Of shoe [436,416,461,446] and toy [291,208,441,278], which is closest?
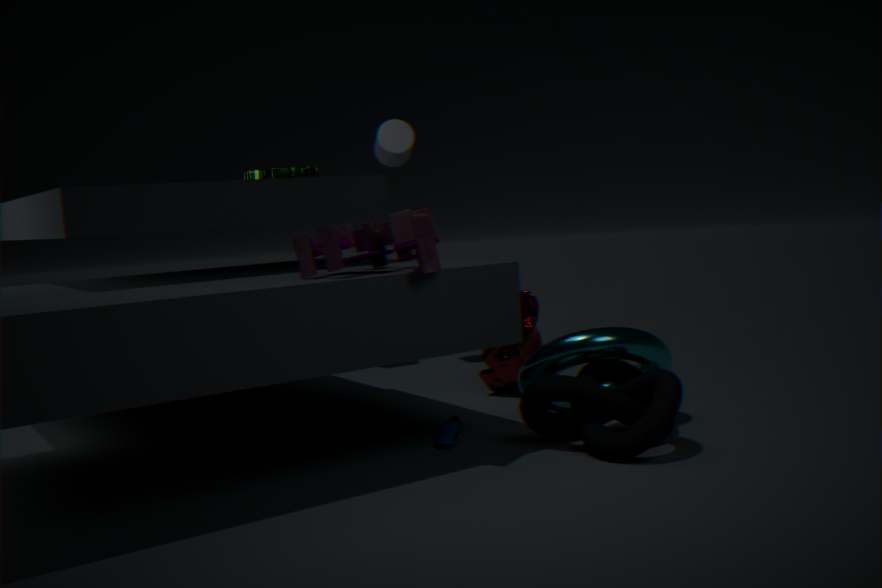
toy [291,208,441,278]
